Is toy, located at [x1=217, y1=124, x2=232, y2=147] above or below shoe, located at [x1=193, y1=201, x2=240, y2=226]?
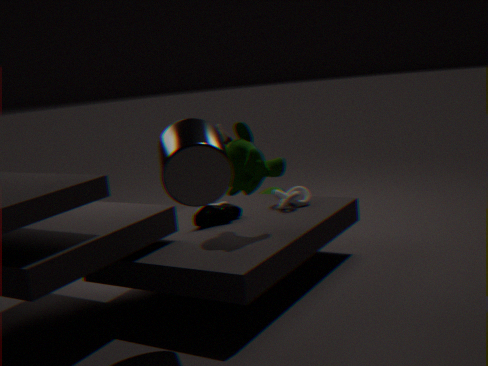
above
